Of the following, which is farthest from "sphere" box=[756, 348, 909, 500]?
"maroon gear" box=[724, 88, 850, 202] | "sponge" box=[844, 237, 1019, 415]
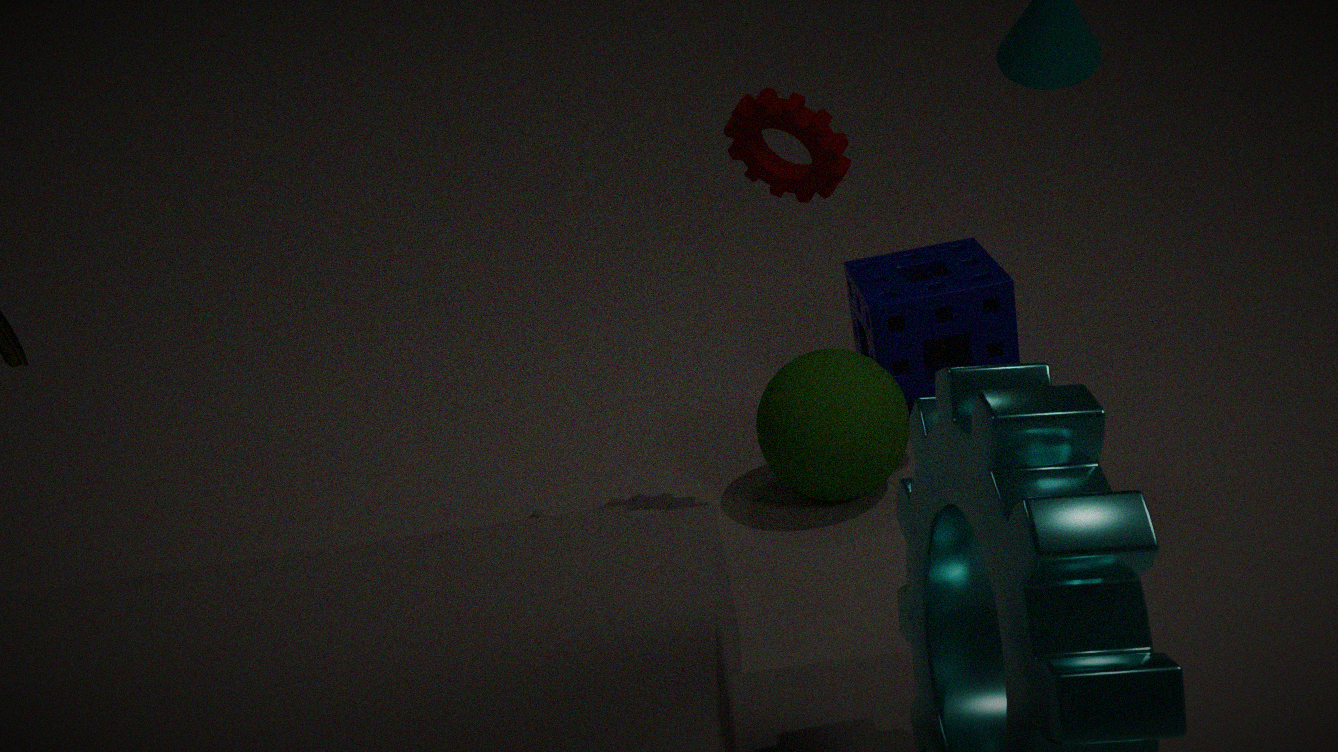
"maroon gear" box=[724, 88, 850, 202]
